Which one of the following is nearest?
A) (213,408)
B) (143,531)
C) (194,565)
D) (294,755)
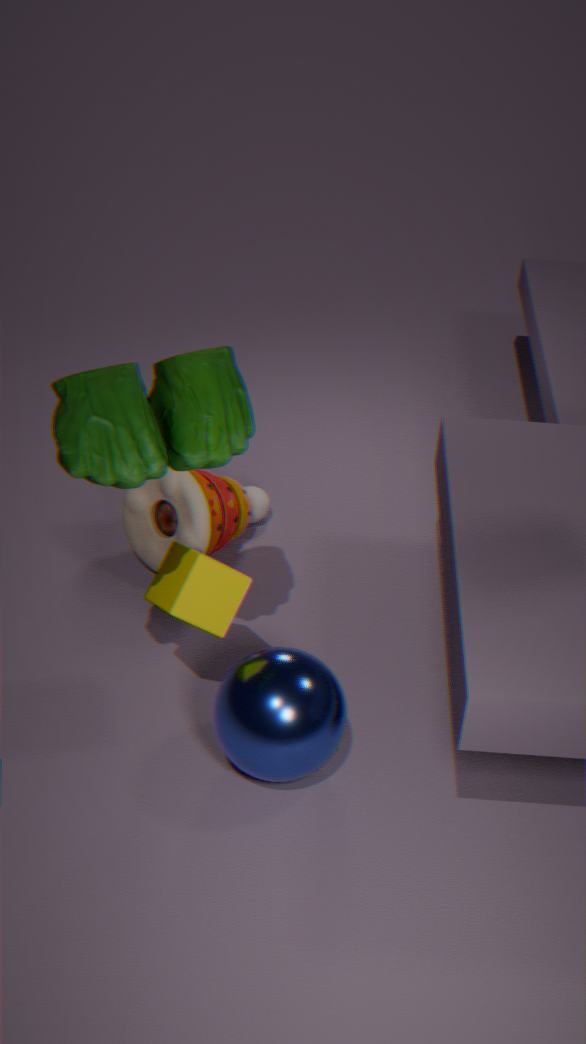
(213,408)
